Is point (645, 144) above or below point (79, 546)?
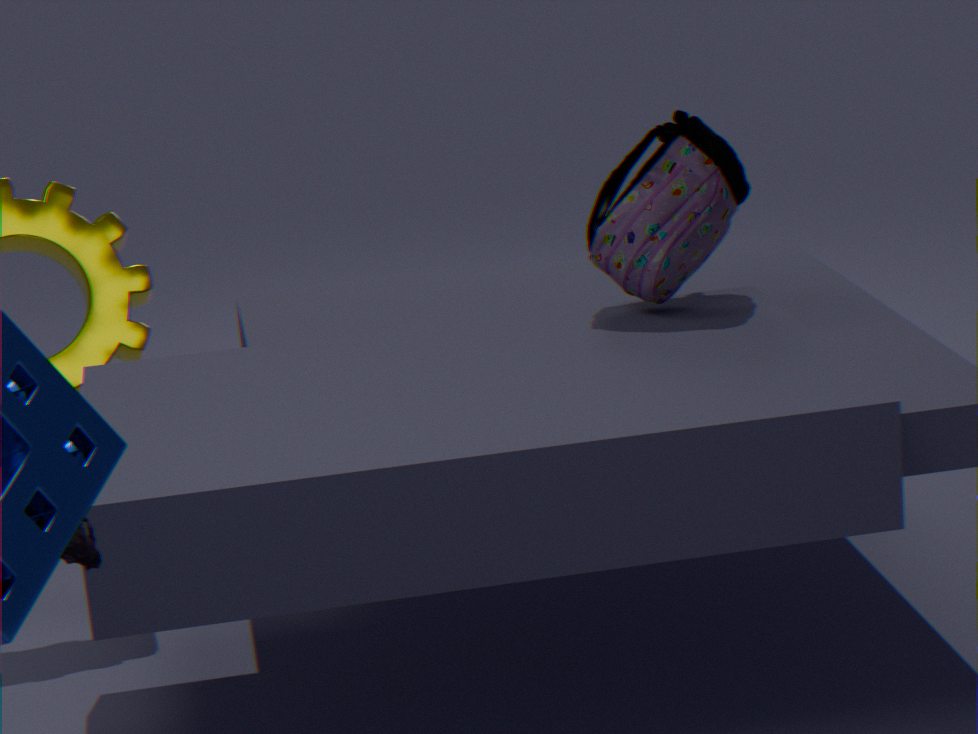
above
